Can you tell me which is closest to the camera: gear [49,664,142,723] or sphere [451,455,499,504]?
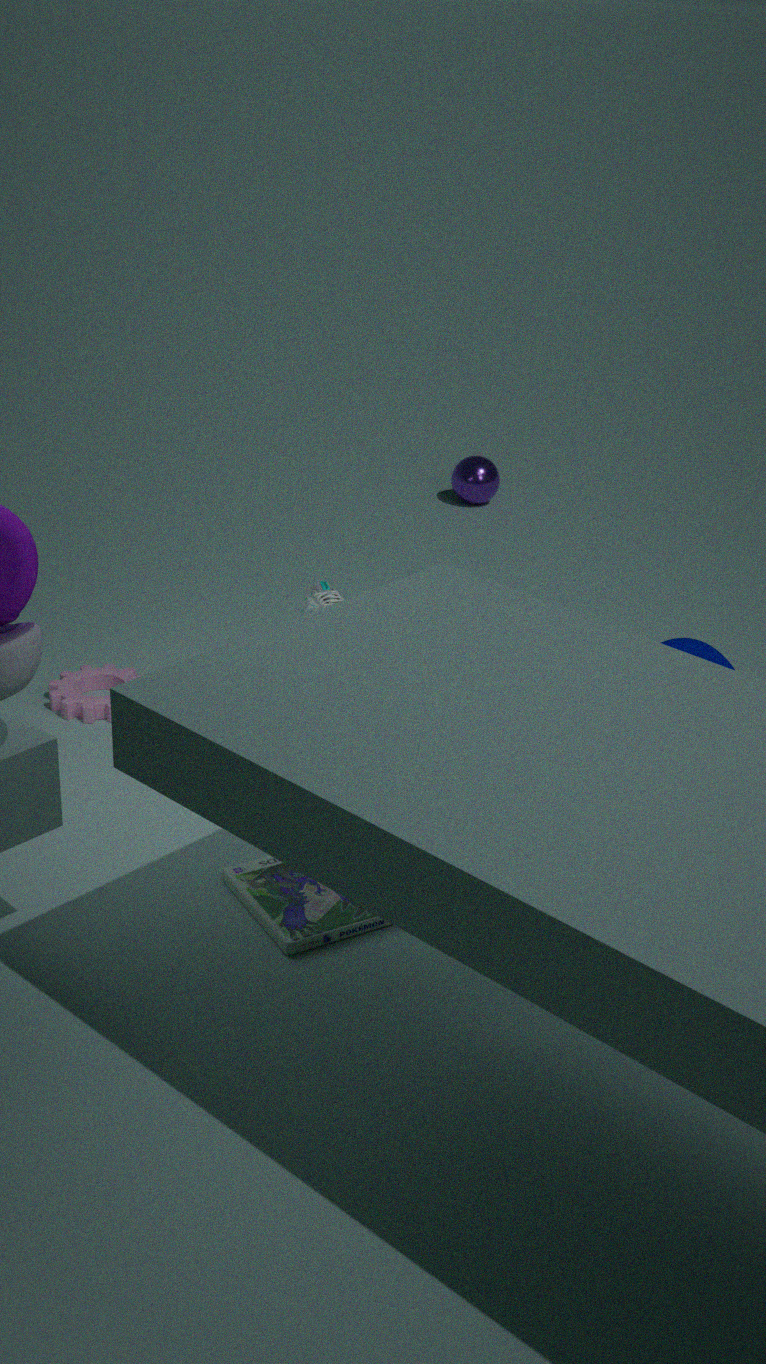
gear [49,664,142,723]
